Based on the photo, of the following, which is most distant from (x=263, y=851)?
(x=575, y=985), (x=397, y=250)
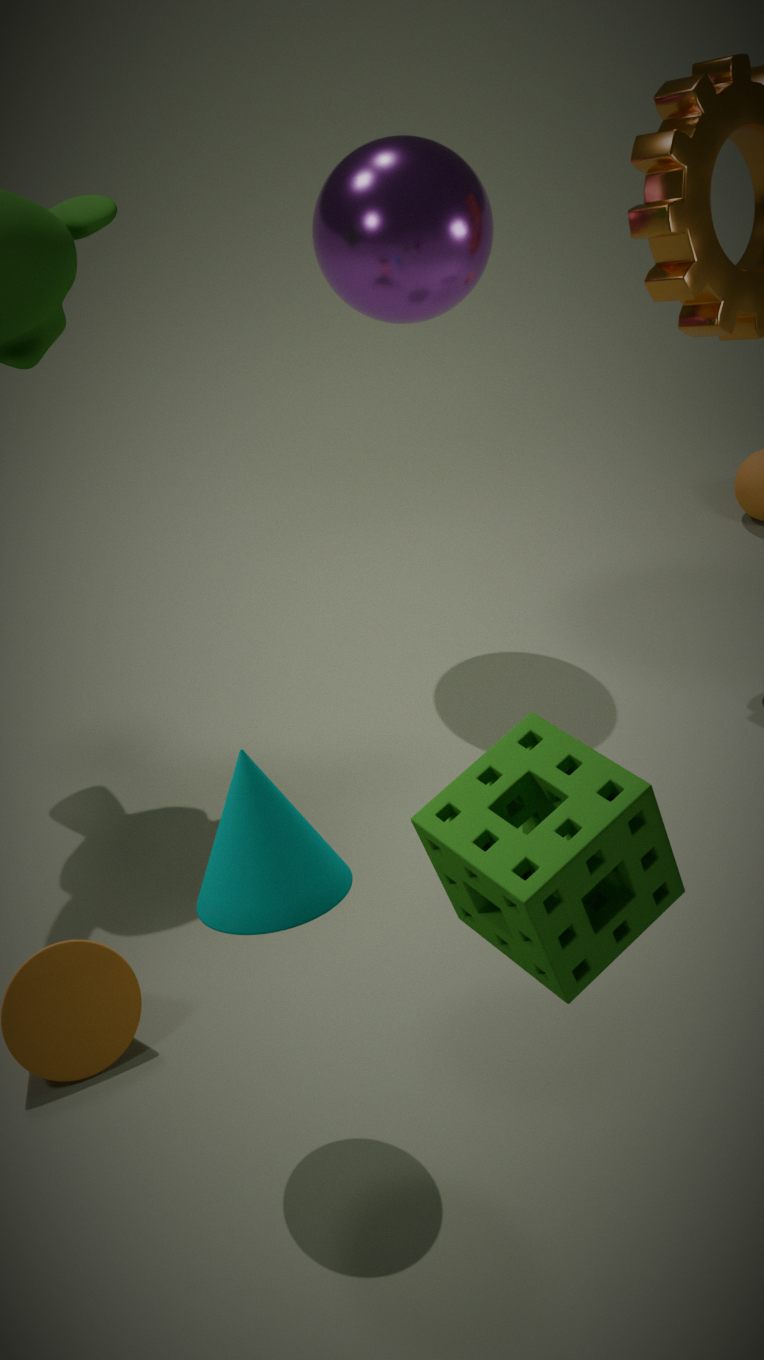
(x=397, y=250)
